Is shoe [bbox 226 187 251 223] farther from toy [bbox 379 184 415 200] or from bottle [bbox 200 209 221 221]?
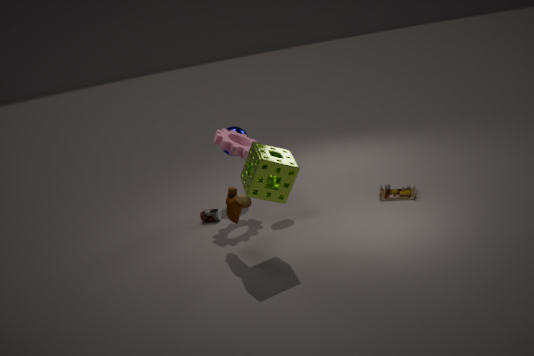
toy [bbox 379 184 415 200]
